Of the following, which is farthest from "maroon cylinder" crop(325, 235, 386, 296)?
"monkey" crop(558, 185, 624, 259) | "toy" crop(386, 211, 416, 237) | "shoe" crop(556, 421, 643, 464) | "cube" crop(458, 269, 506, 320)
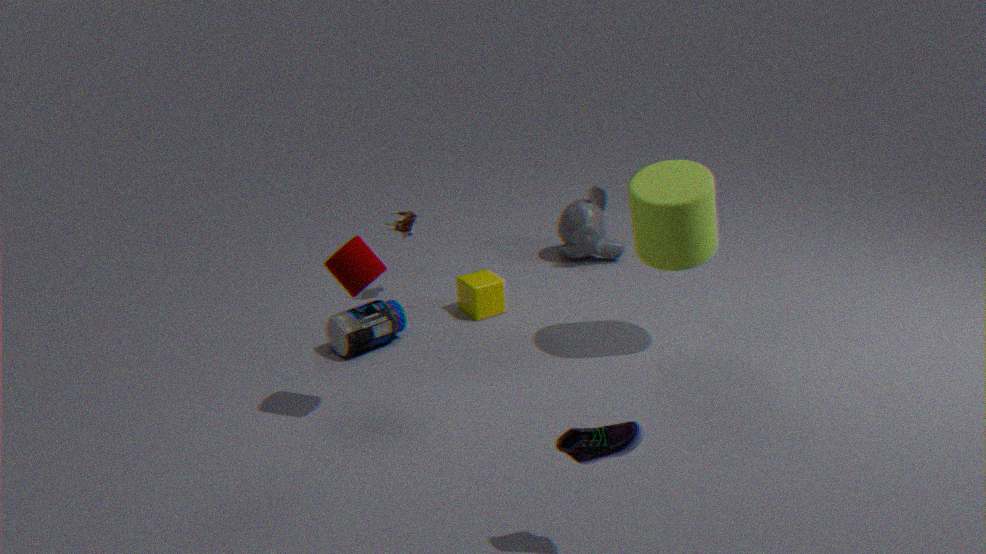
"monkey" crop(558, 185, 624, 259)
